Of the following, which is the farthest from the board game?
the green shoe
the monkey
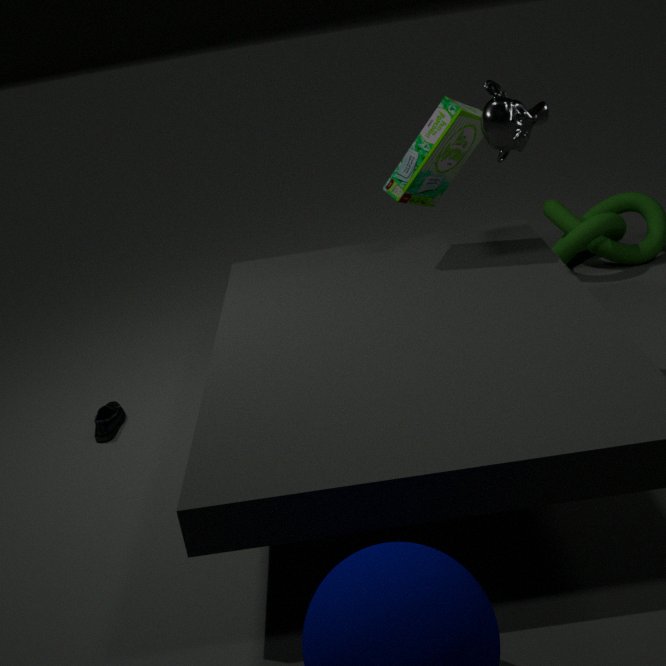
the green shoe
